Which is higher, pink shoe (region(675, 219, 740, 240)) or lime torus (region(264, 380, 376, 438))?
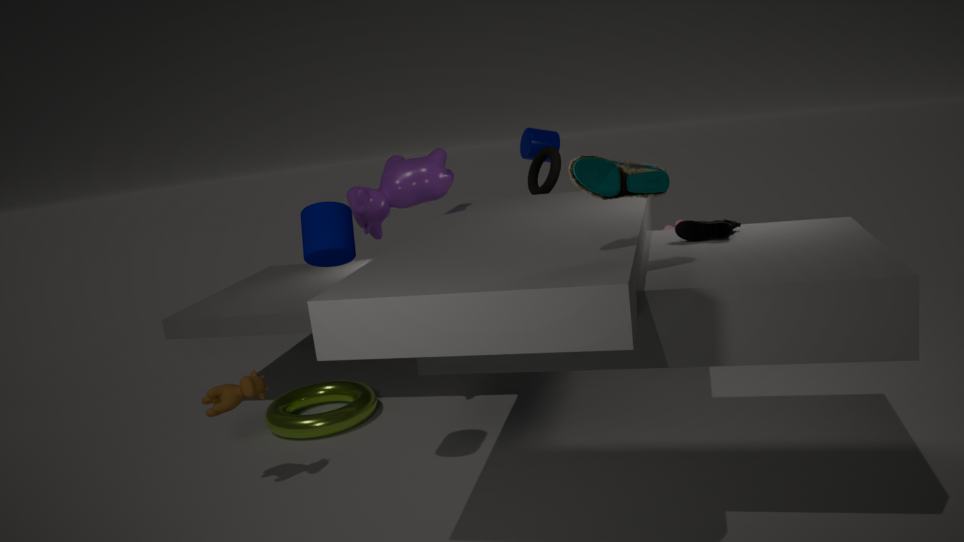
pink shoe (region(675, 219, 740, 240))
